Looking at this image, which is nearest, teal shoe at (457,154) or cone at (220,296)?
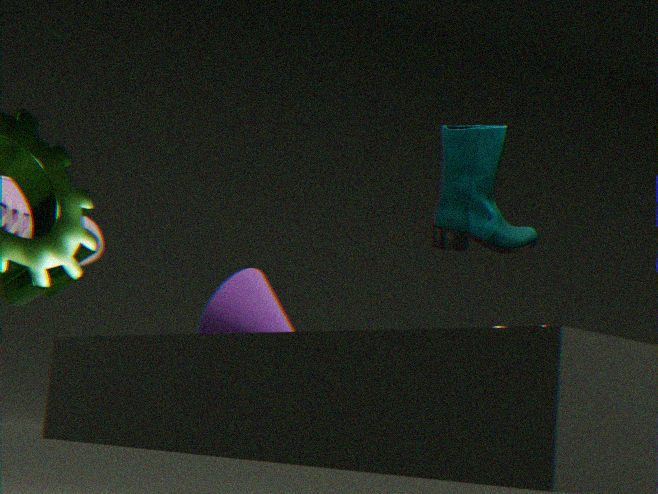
cone at (220,296)
